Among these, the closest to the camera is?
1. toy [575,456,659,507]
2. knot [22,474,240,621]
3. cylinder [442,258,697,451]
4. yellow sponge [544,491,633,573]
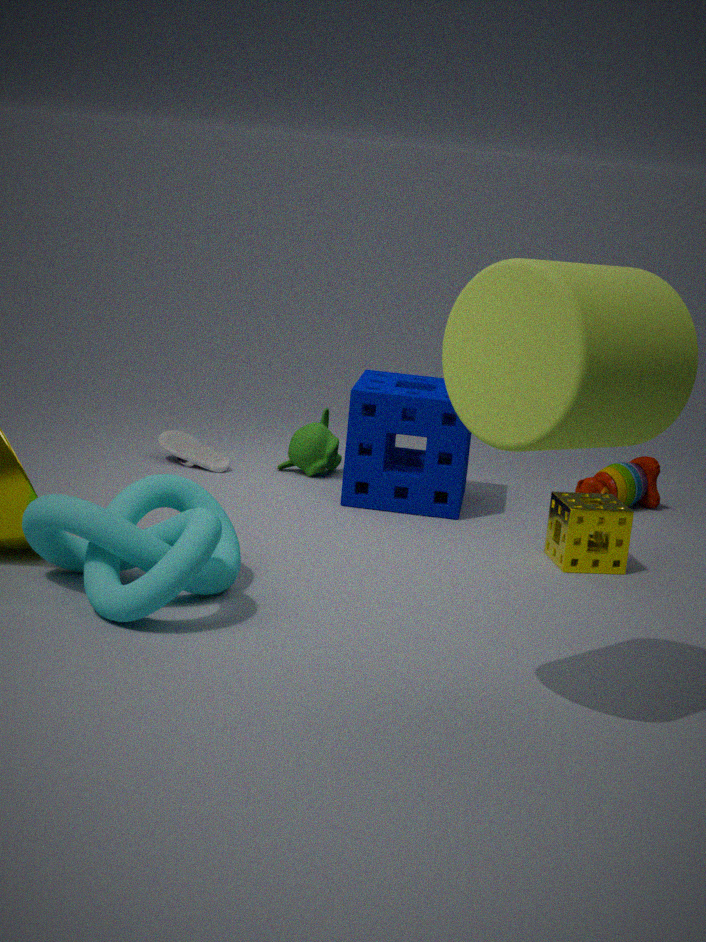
cylinder [442,258,697,451]
